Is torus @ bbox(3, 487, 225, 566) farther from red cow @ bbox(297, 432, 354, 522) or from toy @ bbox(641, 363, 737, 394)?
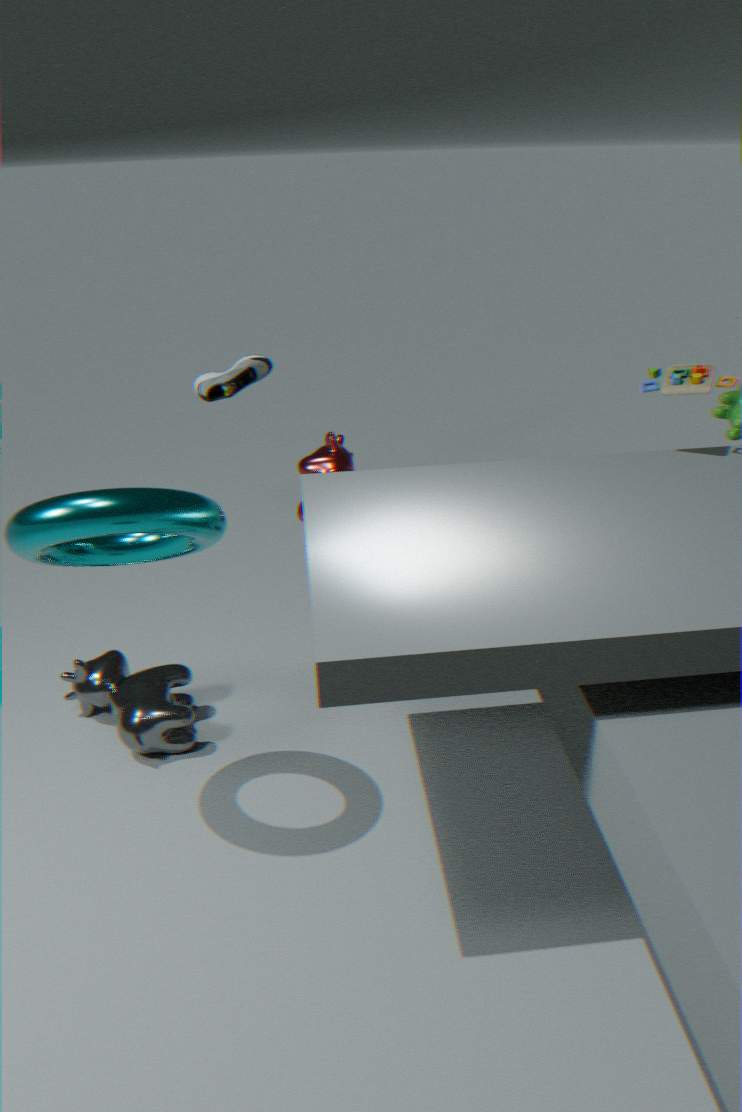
toy @ bbox(641, 363, 737, 394)
